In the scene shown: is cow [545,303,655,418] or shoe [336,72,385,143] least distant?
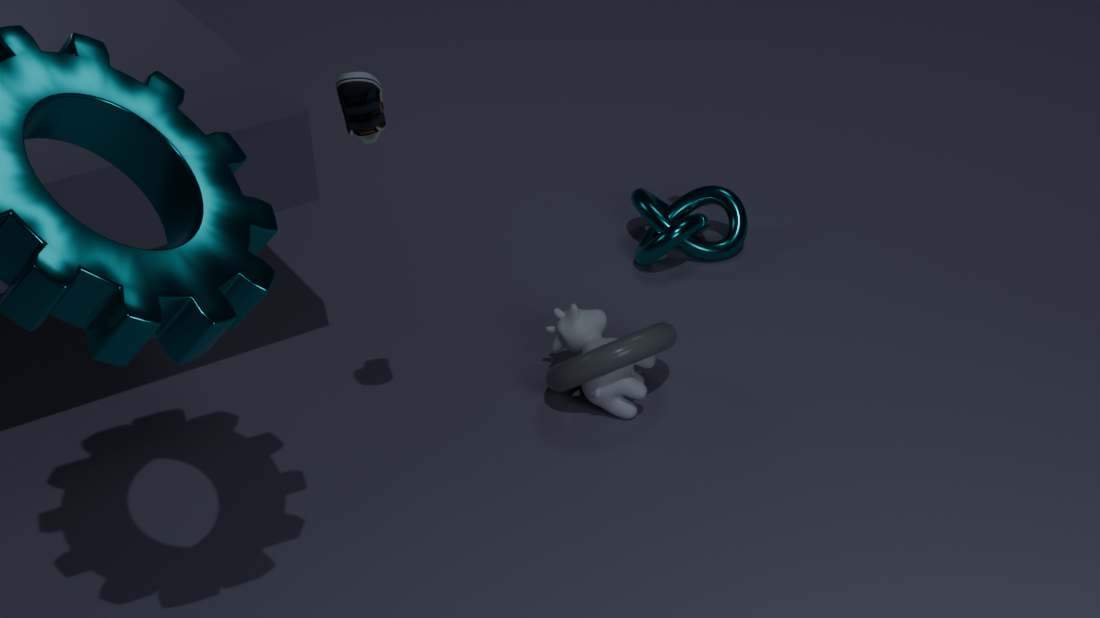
shoe [336,72,385,143]
